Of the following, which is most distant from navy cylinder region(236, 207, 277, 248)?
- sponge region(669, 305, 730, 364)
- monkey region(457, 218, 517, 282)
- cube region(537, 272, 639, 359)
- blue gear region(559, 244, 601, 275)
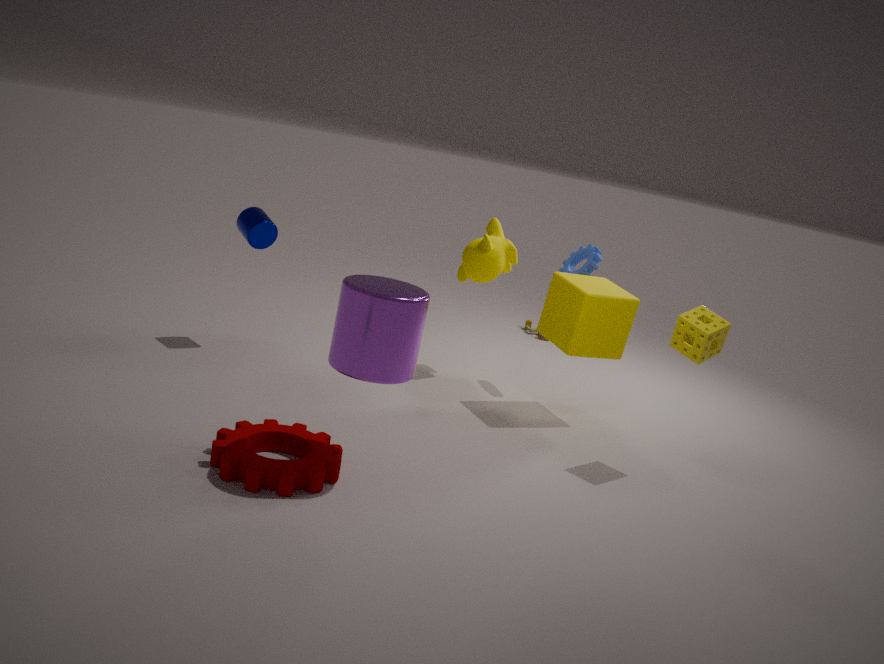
sponge region(669, 305, 730, 364)
